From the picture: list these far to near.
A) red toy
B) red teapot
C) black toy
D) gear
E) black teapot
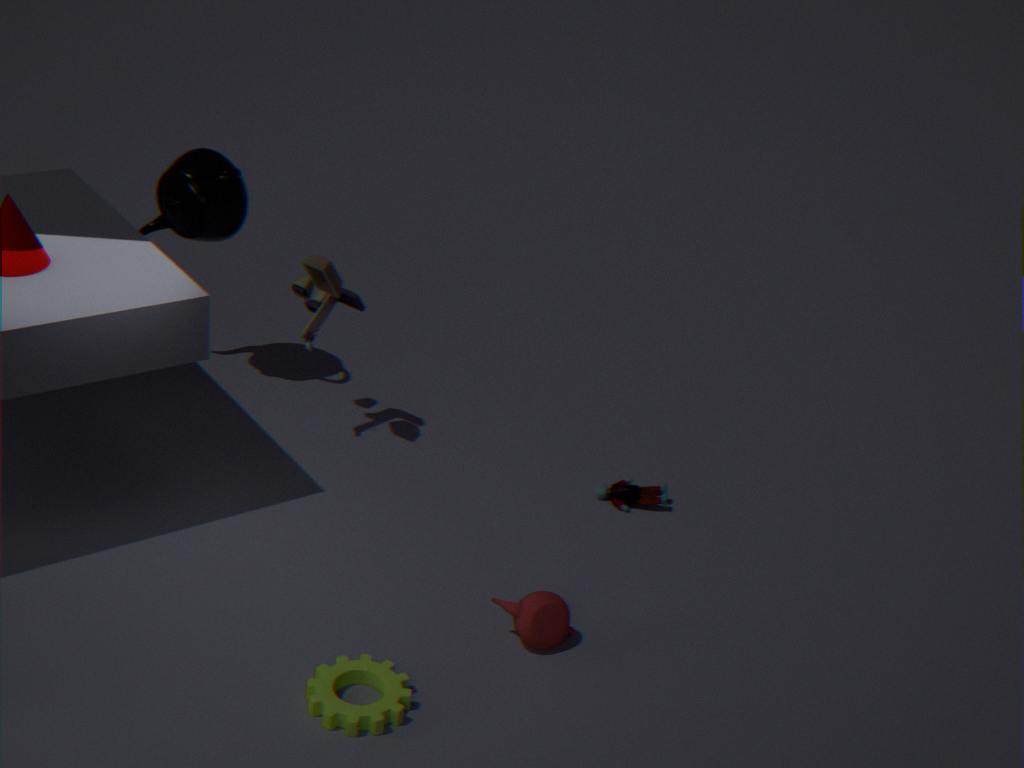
black teapot, red toy, black toy, red teapot, gear
